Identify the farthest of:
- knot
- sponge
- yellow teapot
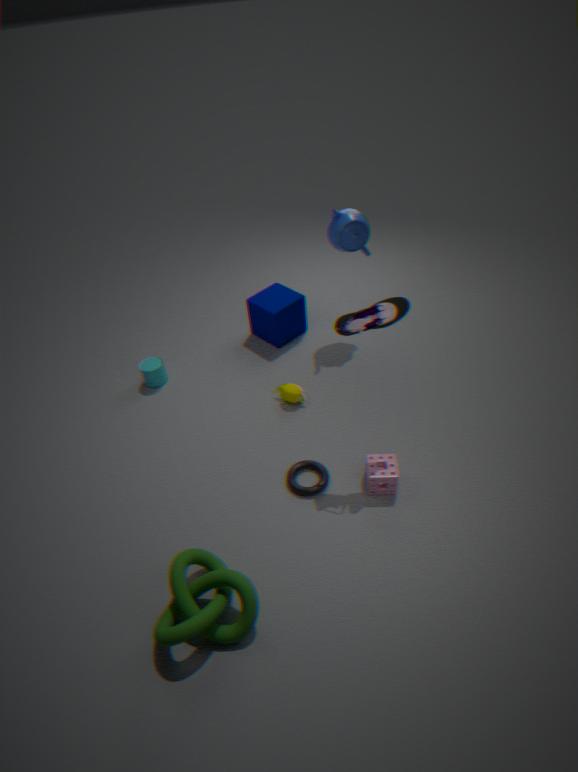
yellow teapot
